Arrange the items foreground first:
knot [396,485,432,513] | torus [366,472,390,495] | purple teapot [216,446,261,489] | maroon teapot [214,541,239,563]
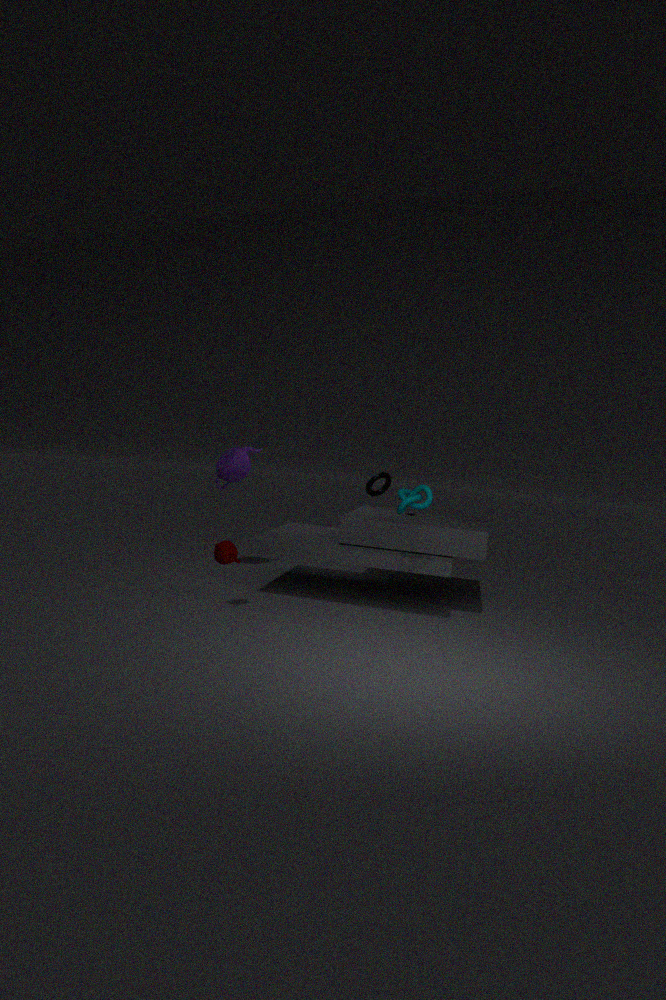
knot [396,485,432,513]
maroon teapot [214,541,239,563]
purple teapot [216,446,261,489]
torus [366,472,390,495]
